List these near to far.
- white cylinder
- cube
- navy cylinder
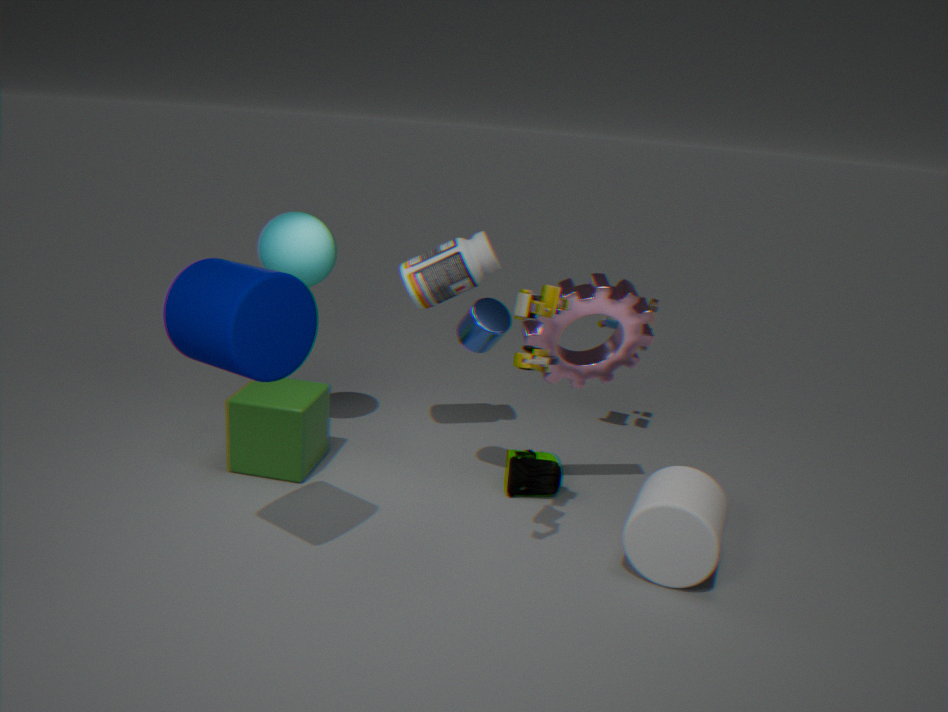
navy cylinder → white cylinder → cube
